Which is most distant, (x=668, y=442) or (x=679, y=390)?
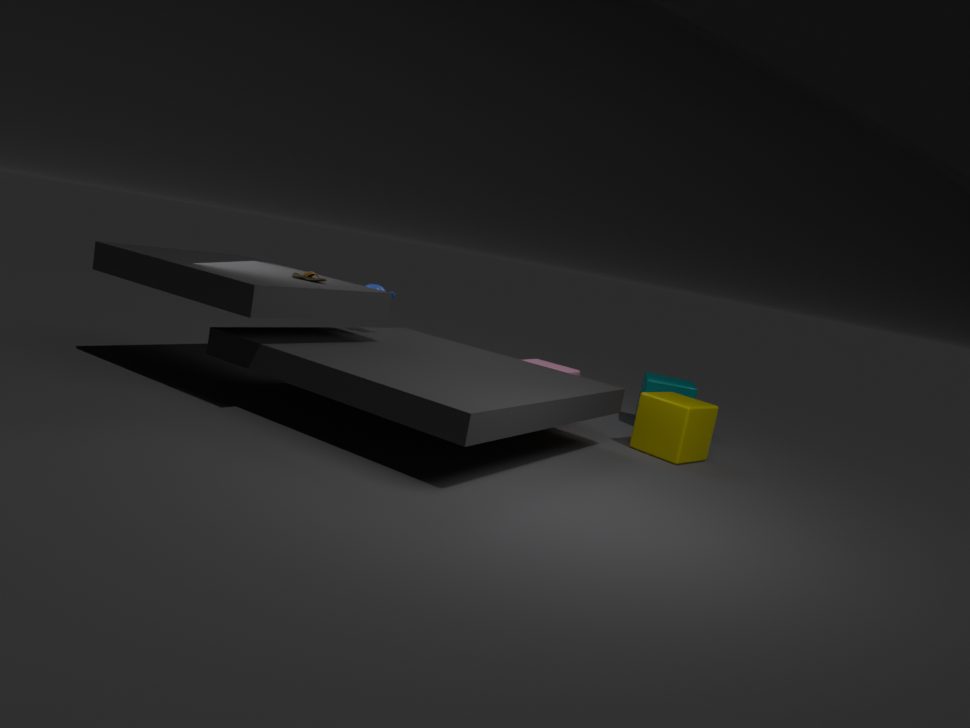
(x=679, y=390)
